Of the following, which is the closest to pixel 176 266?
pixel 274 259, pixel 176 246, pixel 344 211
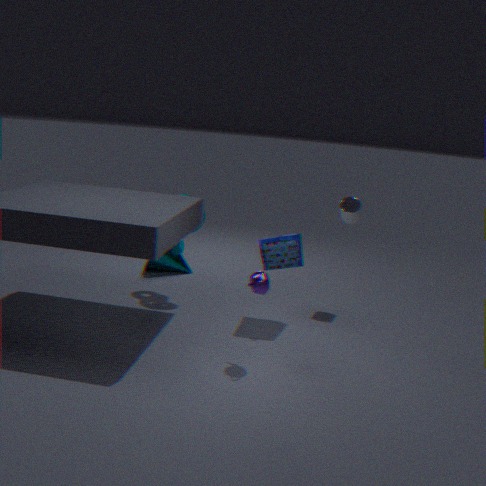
pixel 176 246
